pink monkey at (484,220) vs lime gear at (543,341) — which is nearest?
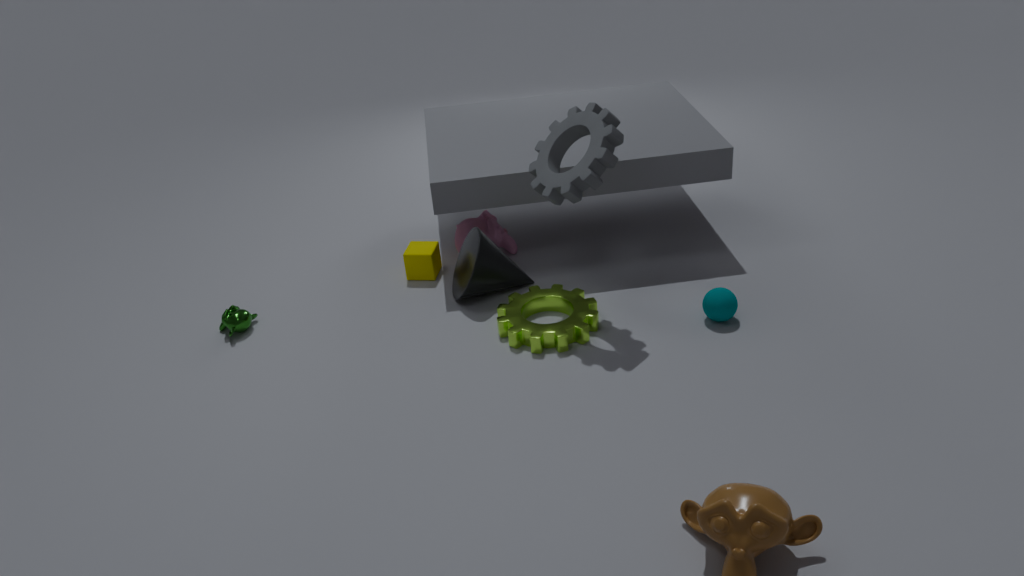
lime gear at (543,341)
